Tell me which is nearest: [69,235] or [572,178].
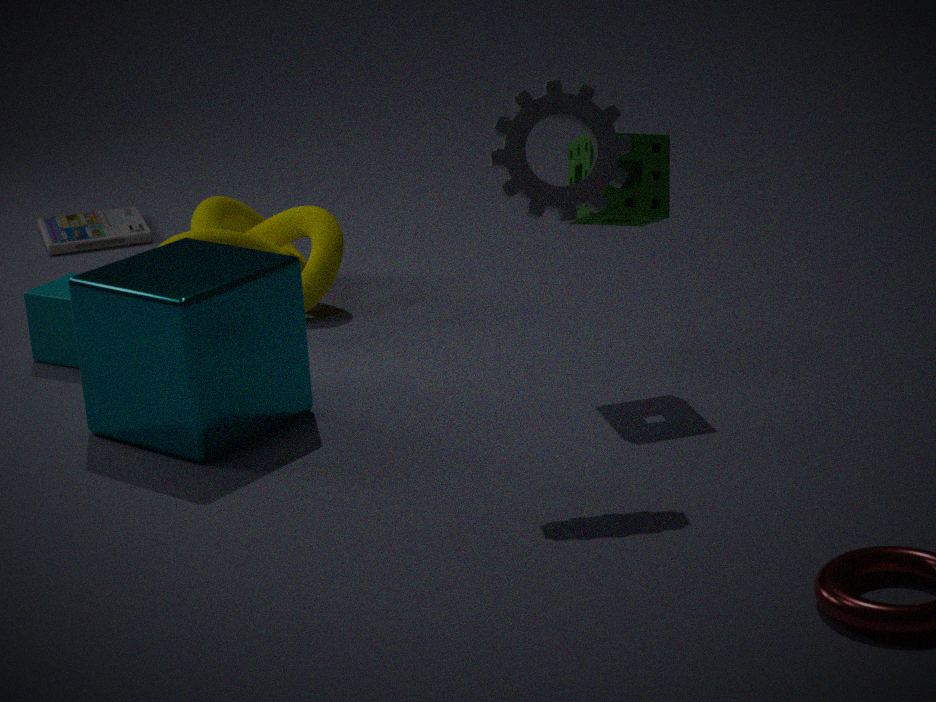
[572,178]
